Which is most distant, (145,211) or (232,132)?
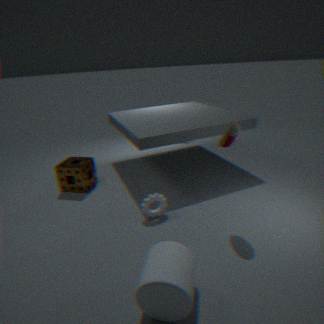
(145,211)
